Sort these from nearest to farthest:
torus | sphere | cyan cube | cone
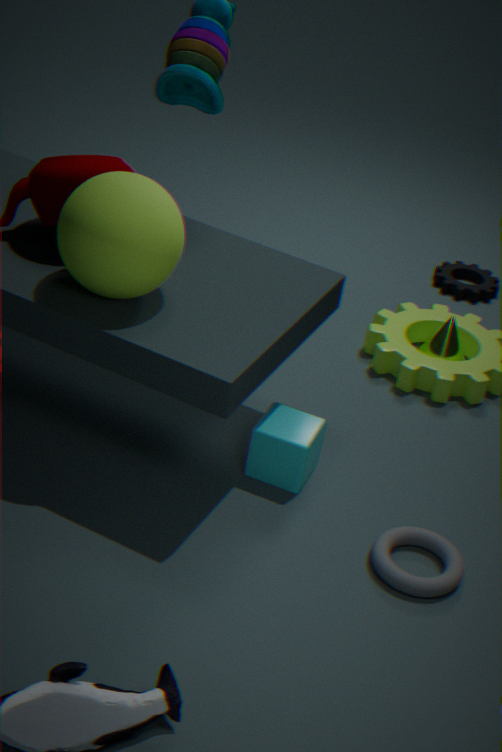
1. sphere
2. torus
3. cyan cube
4. cone
